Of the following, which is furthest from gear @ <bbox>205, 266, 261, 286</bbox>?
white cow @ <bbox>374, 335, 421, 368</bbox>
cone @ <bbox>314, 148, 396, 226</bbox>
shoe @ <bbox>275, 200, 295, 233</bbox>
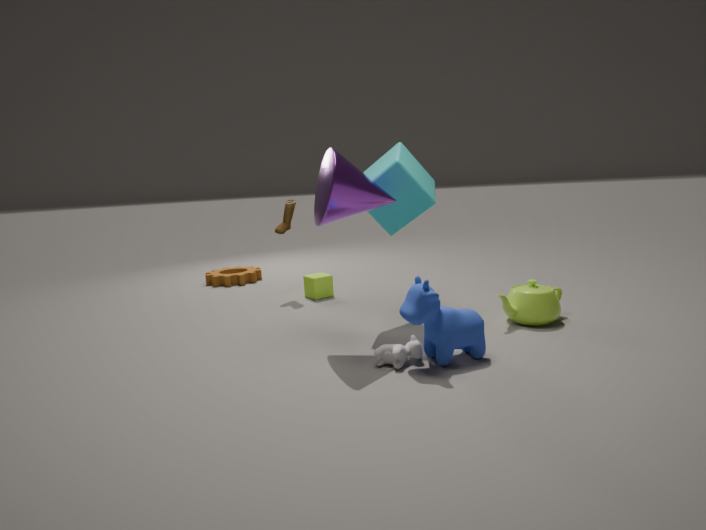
white cow @ <bbox>374, 335, 421, 368</bbox>
